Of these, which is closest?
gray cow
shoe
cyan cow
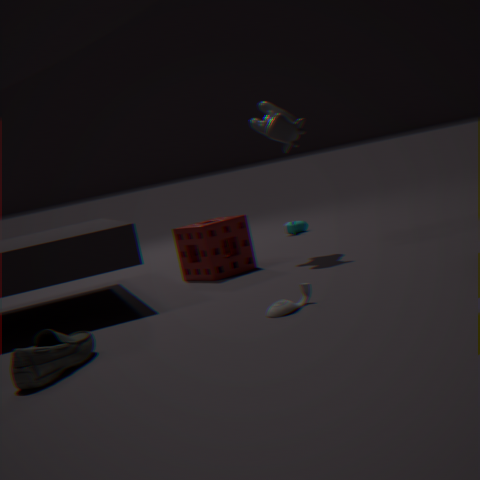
shoe
